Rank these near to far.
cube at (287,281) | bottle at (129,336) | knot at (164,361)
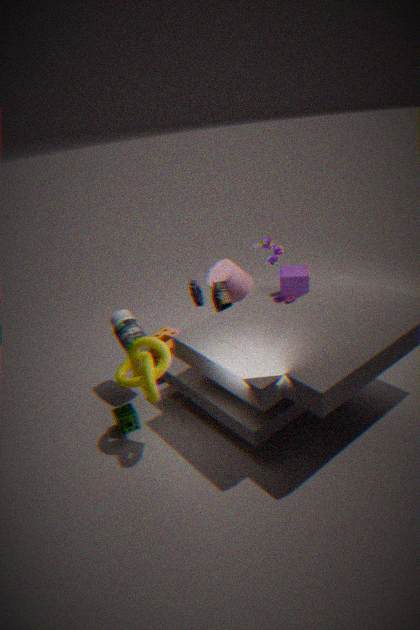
knot at (164,361), bottle at (129,336), cube at (287,281)
